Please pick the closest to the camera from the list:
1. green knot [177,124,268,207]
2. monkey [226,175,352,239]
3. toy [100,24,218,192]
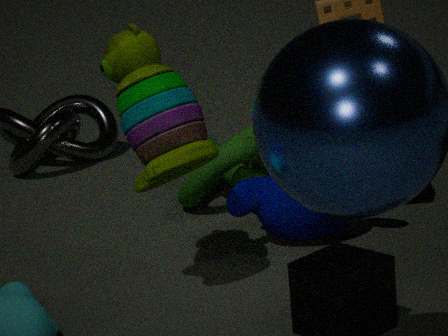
toy [100,24,218,192]
